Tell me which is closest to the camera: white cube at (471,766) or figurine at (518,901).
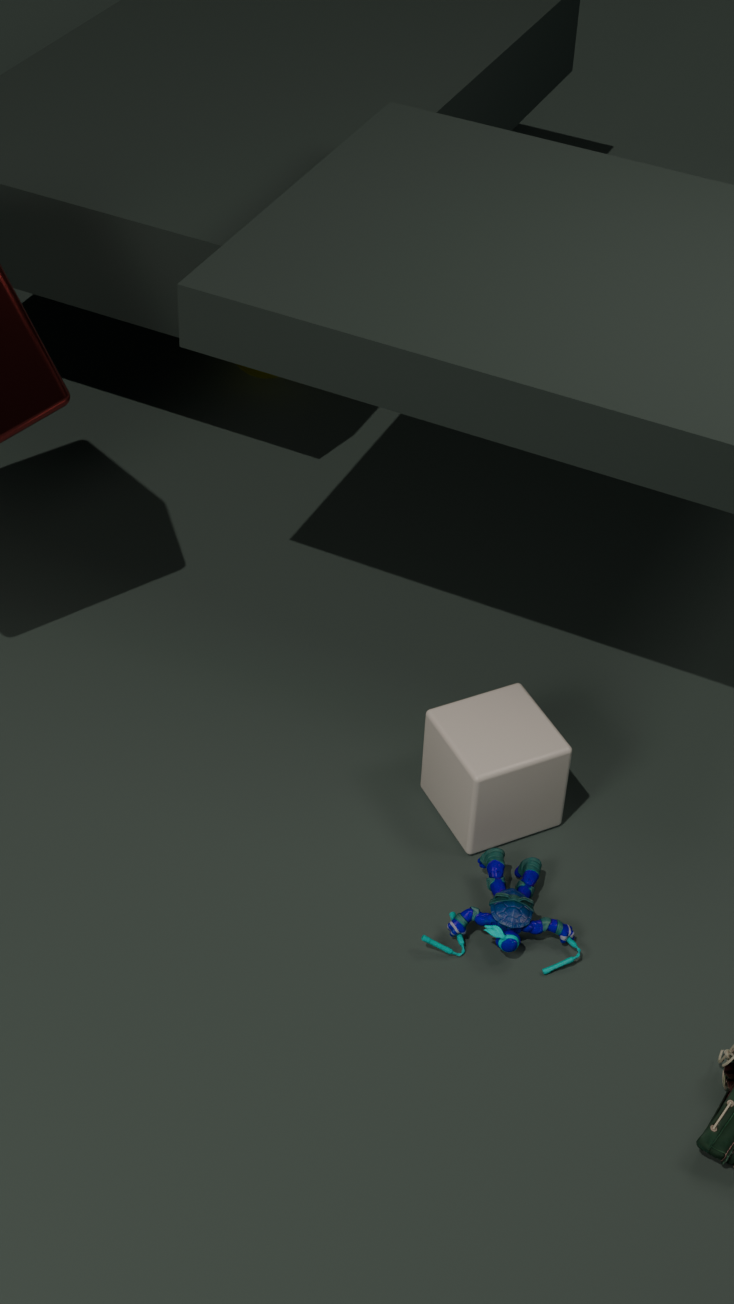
figurine at (518,901)
